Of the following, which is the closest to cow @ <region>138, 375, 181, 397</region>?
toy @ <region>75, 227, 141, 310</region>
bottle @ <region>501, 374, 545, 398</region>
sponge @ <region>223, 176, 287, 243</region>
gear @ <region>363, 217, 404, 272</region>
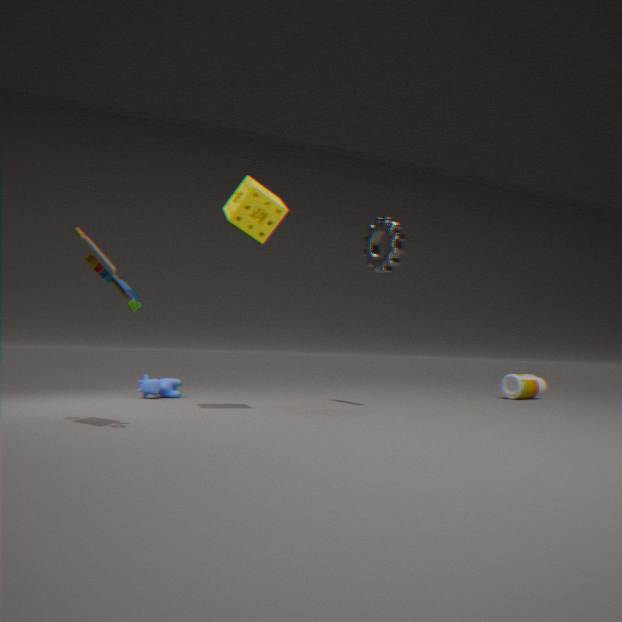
sponge @ <region>223, 176, 287, 243</region>
